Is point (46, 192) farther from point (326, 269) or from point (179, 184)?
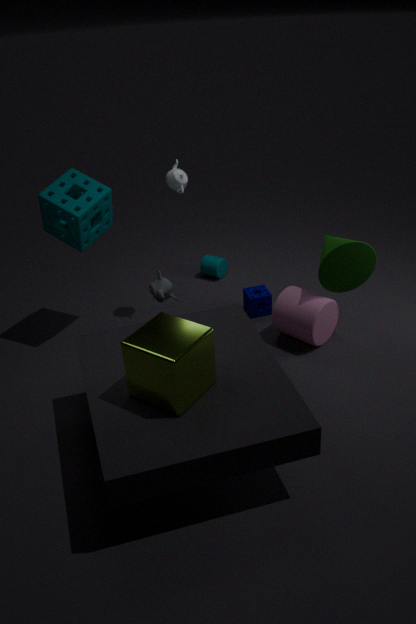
point (326, 269)
